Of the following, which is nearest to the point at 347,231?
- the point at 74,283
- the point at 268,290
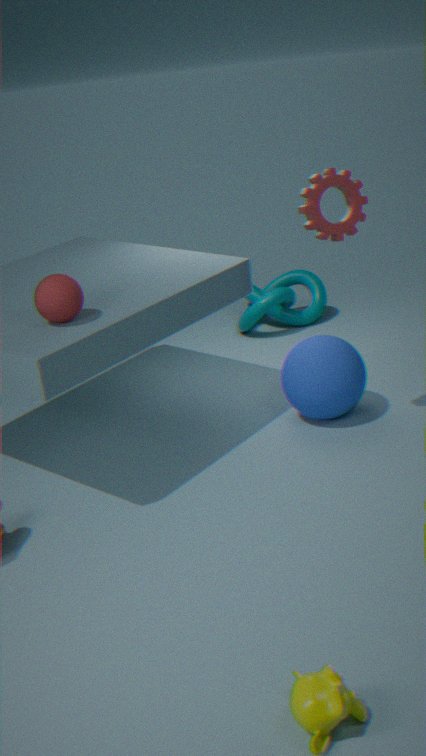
the point at 74,283
